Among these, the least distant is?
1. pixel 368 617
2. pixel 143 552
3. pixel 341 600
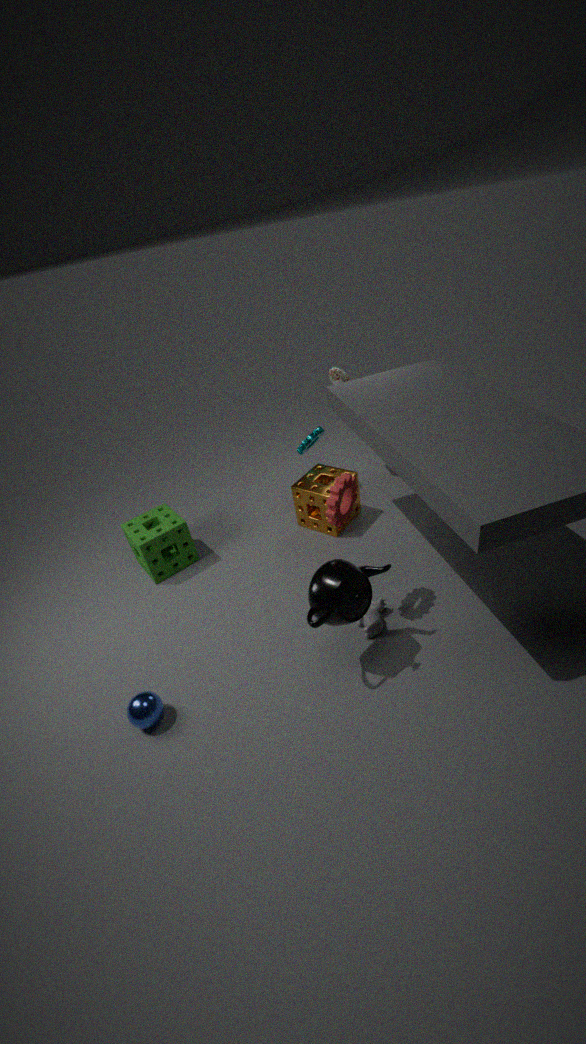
pixel 341 600
